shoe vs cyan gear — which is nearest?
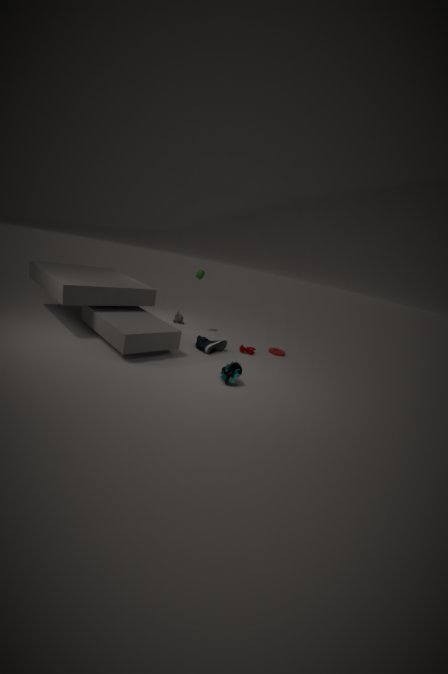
cyan gear
